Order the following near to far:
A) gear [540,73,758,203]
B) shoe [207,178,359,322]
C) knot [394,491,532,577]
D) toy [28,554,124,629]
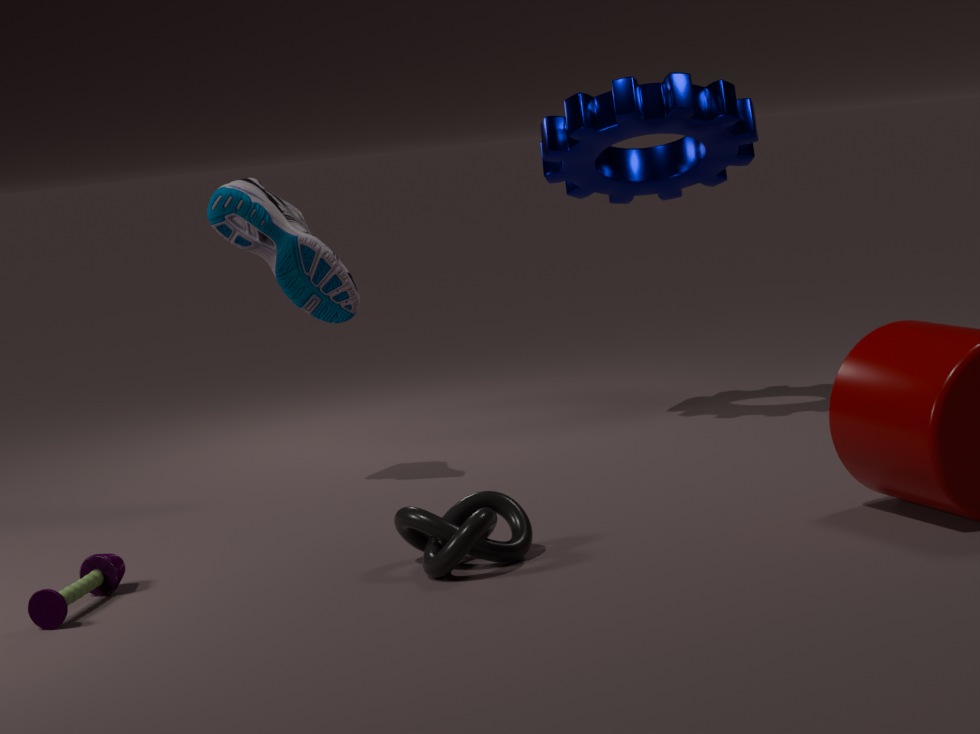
1. toy [28,554,124,629]
2. knot [394,491,532,577]
3. shoe [207,178,359,322]
4. gear [540,73,758,203]
